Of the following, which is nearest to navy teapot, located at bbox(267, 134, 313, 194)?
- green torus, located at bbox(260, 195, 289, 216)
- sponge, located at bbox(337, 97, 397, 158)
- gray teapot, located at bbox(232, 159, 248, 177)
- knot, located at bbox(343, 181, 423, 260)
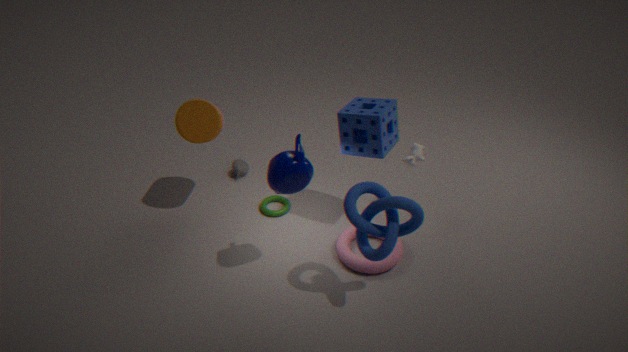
knot, located at bbox(343, 181, 423, 260)
